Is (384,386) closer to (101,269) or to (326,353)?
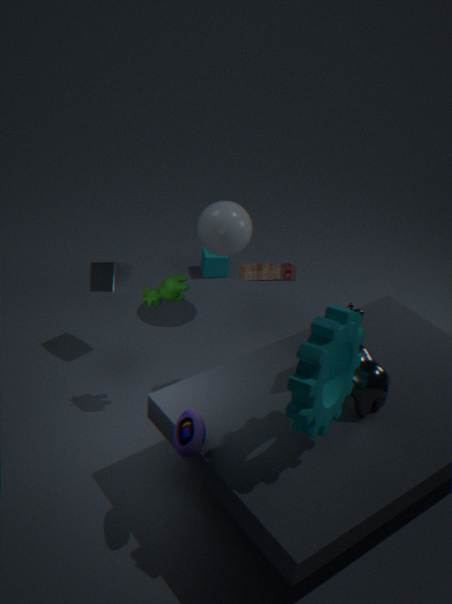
(326,353)
